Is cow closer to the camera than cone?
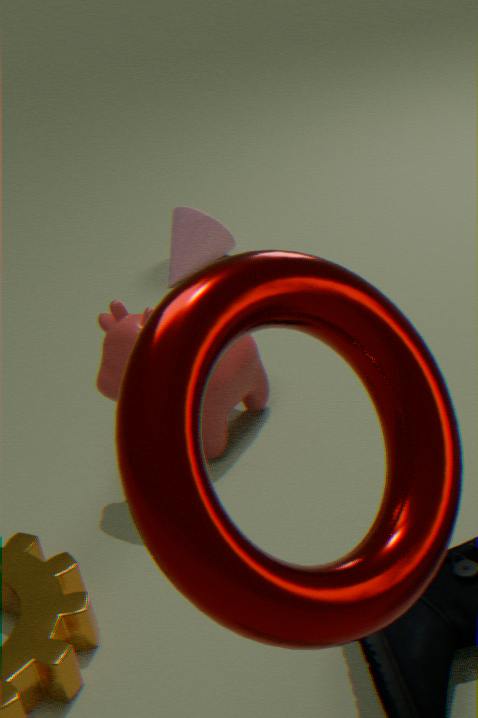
Yes
